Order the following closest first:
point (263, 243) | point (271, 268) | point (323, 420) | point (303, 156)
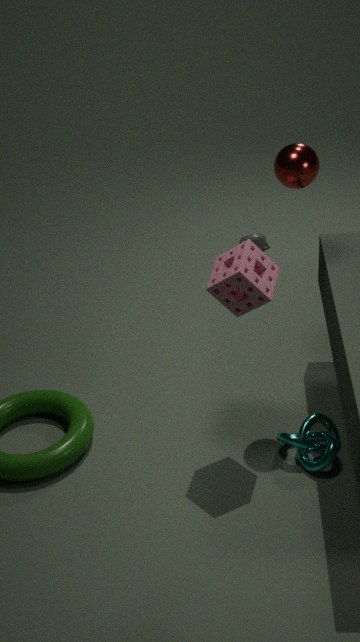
point (303, 156)
point (271, 268)
point (323, 420)
point (263, 243)
